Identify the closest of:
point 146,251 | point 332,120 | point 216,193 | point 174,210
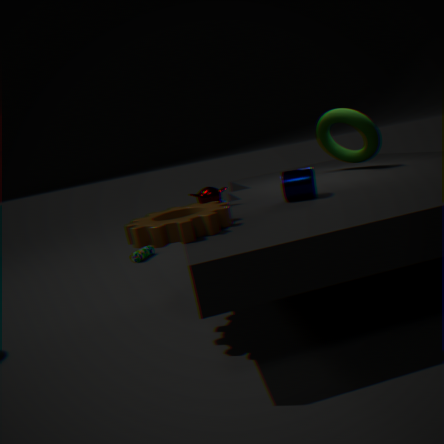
point 174,210
